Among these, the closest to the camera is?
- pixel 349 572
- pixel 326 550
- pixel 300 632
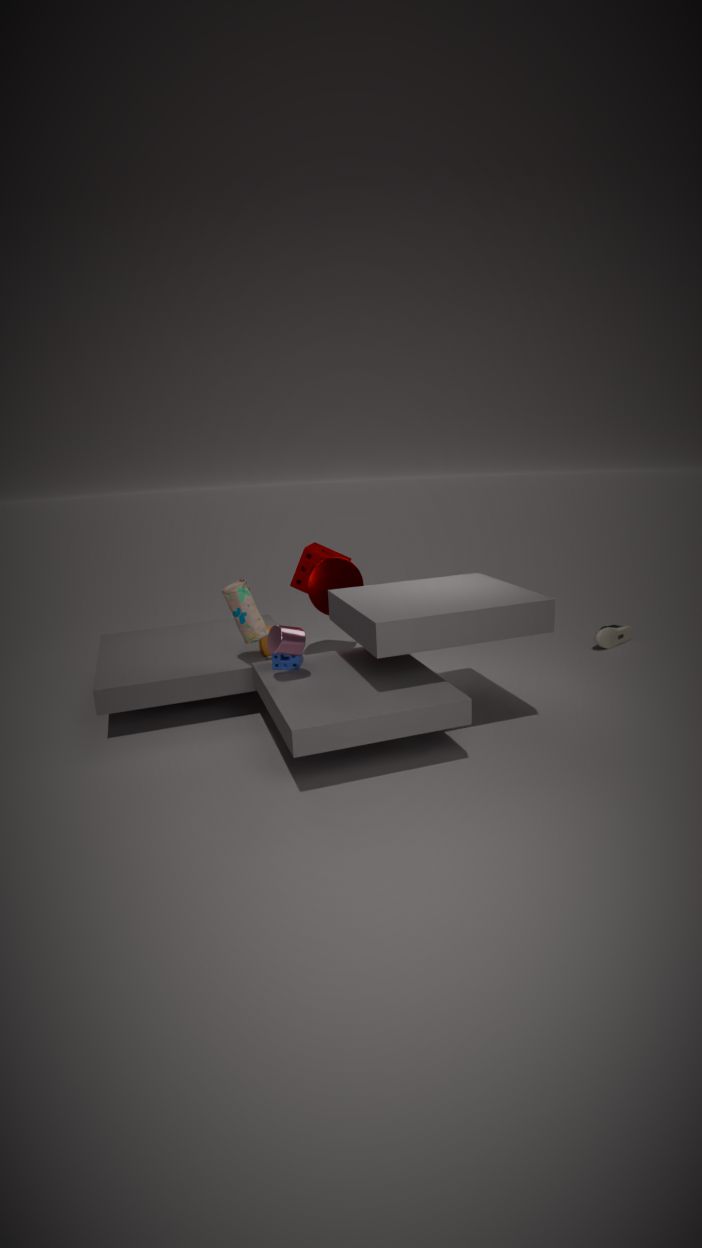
pixel 300 632
